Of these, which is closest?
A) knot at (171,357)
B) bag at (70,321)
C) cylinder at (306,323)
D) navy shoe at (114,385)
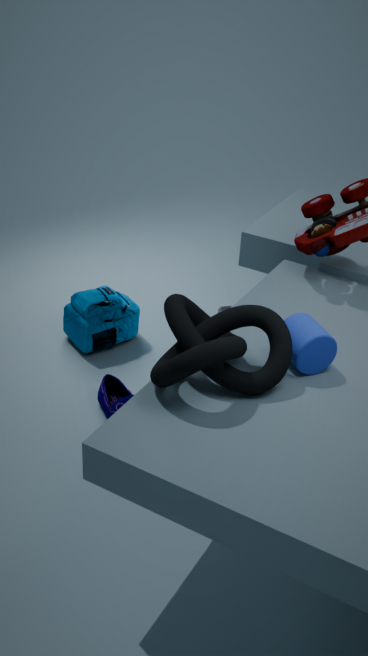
knot at (171,357)
